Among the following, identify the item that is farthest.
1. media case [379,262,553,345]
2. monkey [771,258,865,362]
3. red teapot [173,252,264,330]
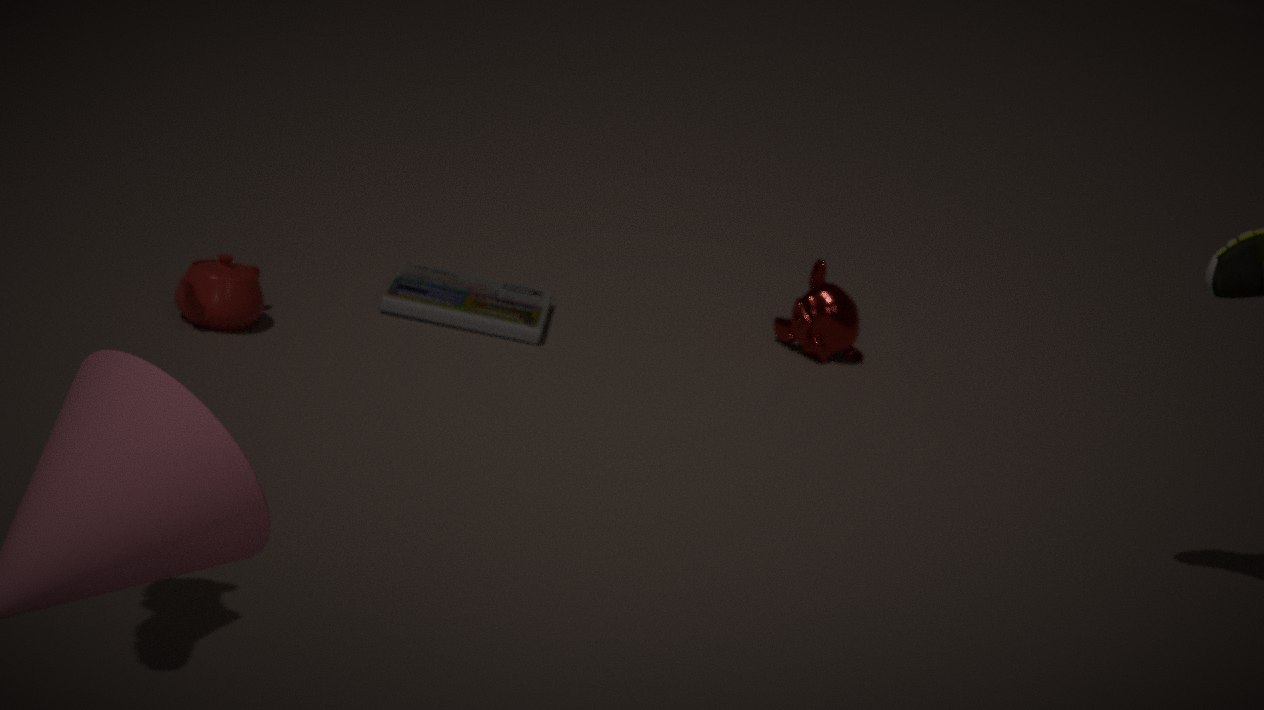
monkey [771,258,865,362]
